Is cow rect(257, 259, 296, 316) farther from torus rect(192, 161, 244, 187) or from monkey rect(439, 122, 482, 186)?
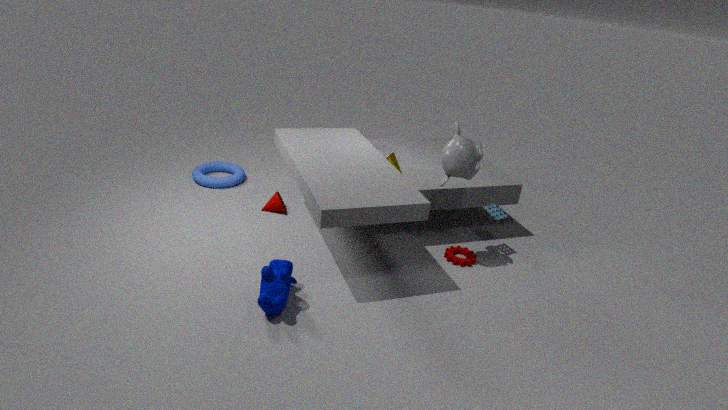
torus rect(192, 161, 244, 187)
